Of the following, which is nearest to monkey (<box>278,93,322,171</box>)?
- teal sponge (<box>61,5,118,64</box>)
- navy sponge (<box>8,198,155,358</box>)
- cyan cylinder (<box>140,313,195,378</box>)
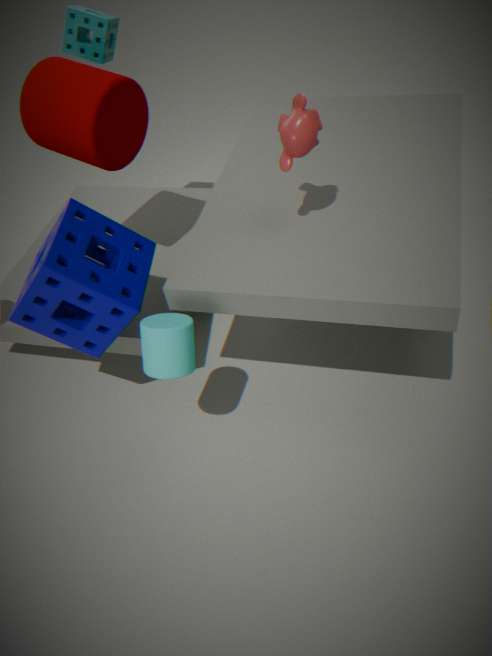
navy sponge (<box>8,198,155,358</box>)
